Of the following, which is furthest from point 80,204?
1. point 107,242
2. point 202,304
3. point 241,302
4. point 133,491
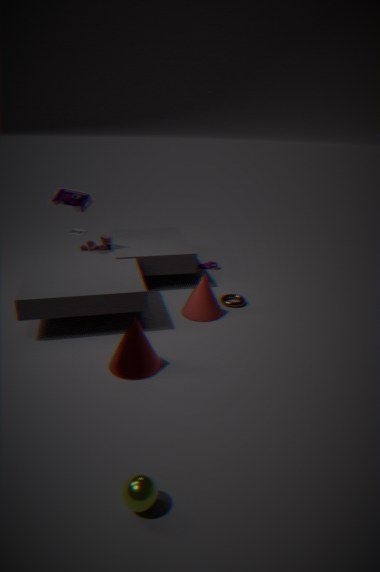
point 133,491
